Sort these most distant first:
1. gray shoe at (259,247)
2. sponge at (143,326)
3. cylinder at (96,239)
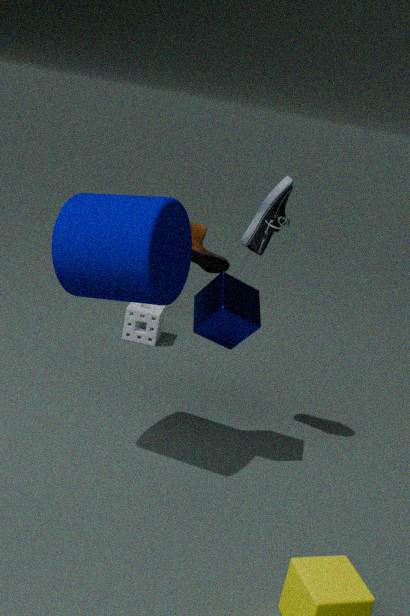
1. sponge at (143,326)
2. gray shoe at (259,247)
3. cylinder at (96,239)
